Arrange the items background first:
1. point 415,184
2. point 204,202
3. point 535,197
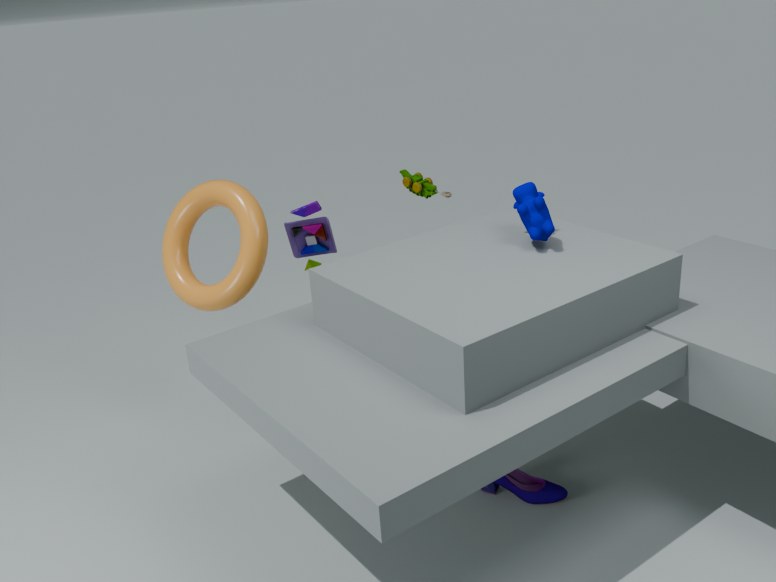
1. point 415,184
2. point 204,202
3. point 535,197
